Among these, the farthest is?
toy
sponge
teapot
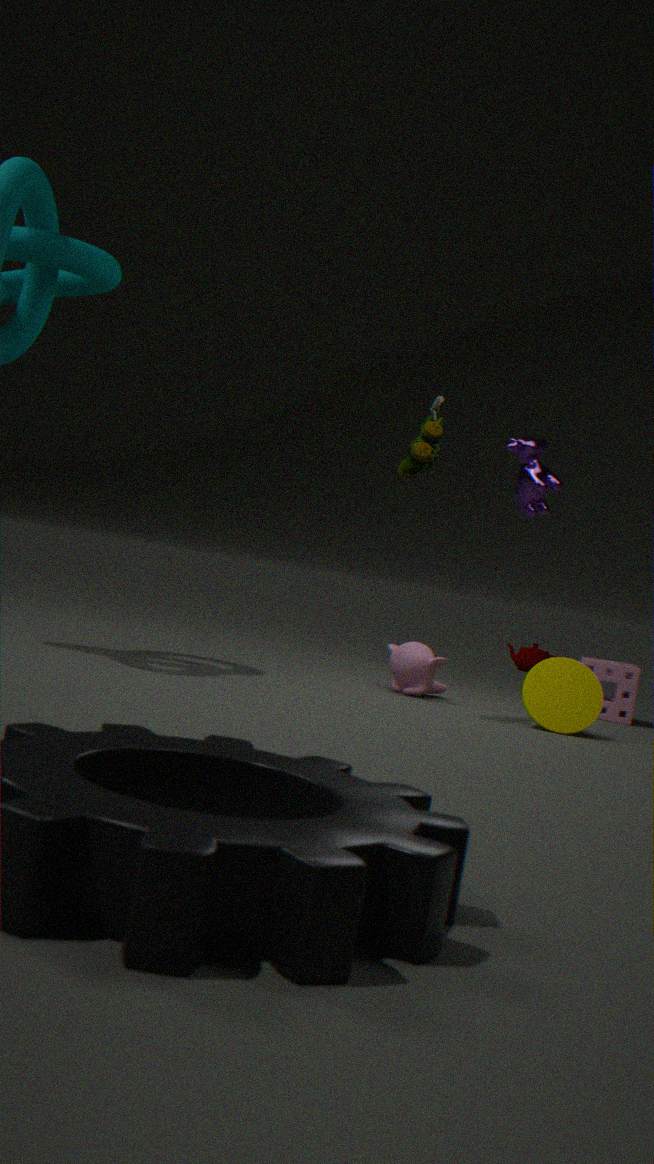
teapot
